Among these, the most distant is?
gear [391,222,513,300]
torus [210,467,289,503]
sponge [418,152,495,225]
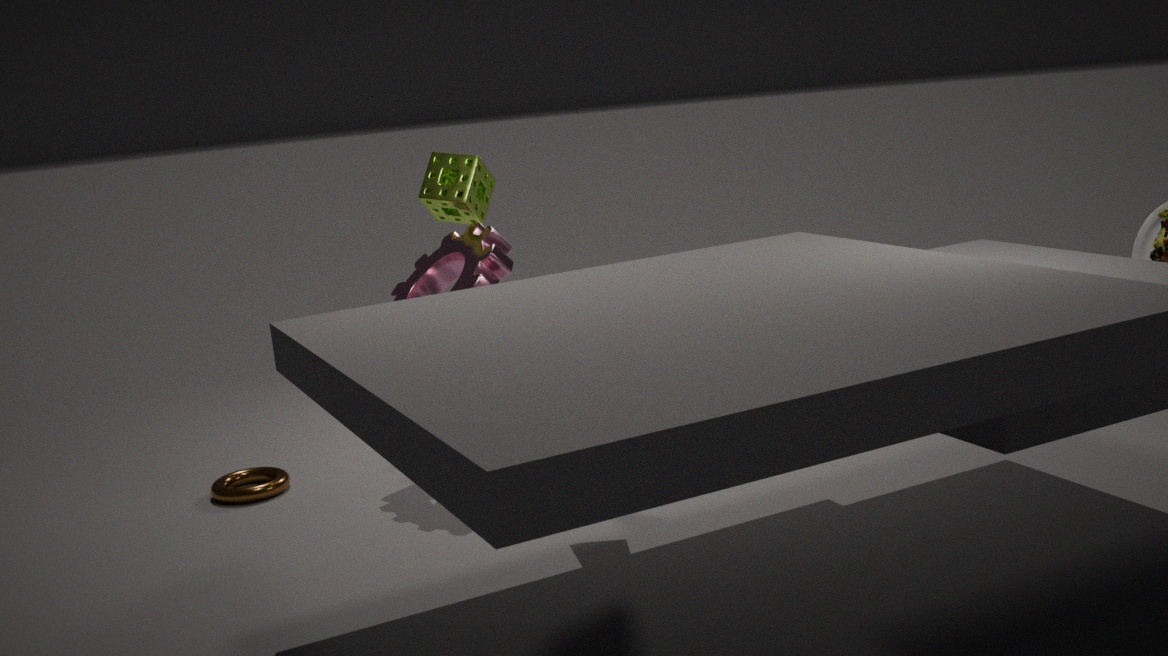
sponge [418,152,495,225]
